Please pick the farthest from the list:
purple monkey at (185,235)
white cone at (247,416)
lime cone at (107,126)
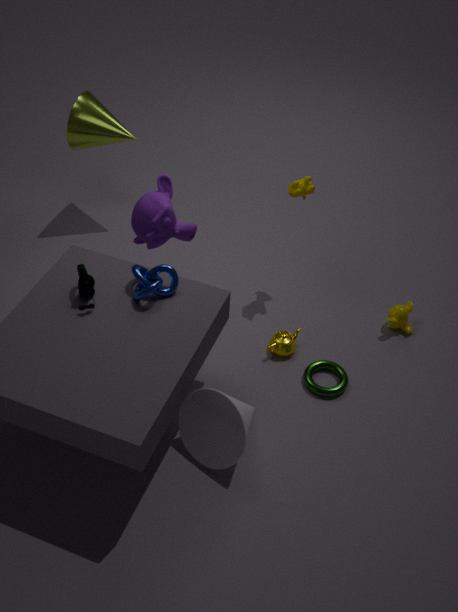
lime cone at (107,126)
